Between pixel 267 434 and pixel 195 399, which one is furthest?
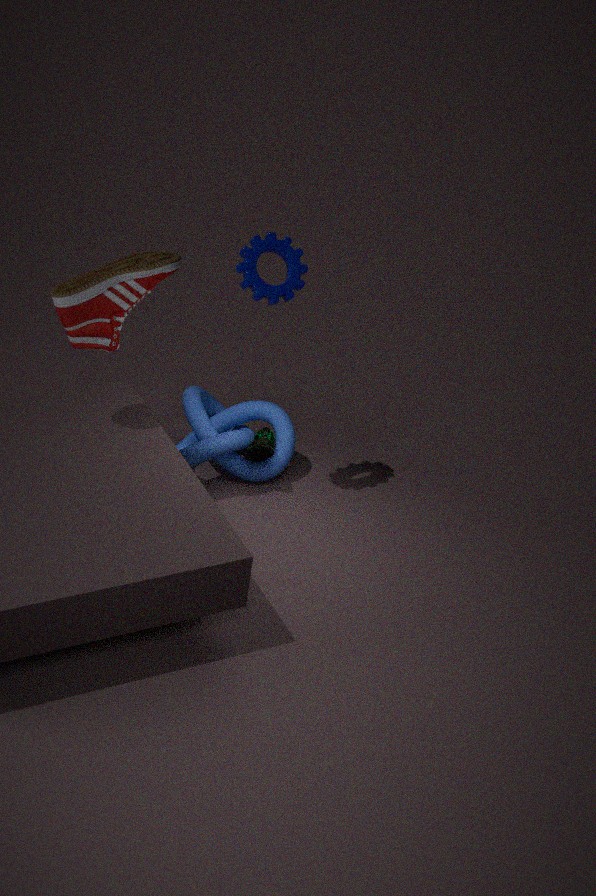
Answer: pixel 195 399
